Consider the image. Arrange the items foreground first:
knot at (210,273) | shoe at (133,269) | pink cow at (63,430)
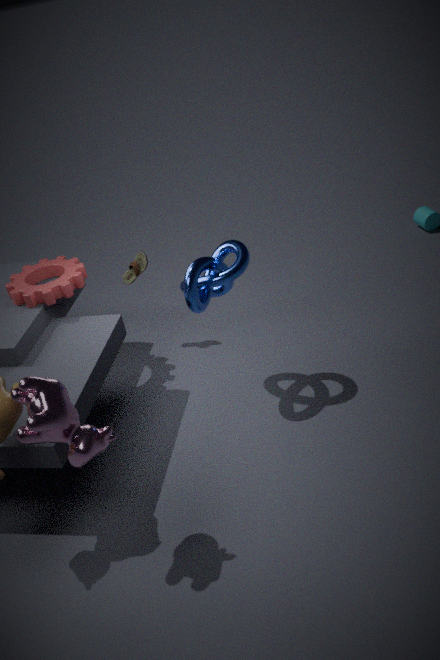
pink cow at (63,430), knot at (210,273), shoe at (133,269)
